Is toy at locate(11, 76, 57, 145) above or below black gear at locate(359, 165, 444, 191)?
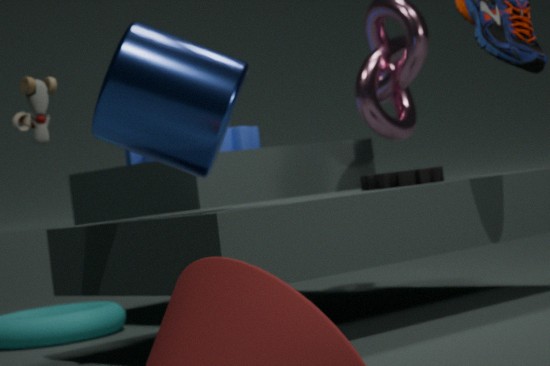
above
